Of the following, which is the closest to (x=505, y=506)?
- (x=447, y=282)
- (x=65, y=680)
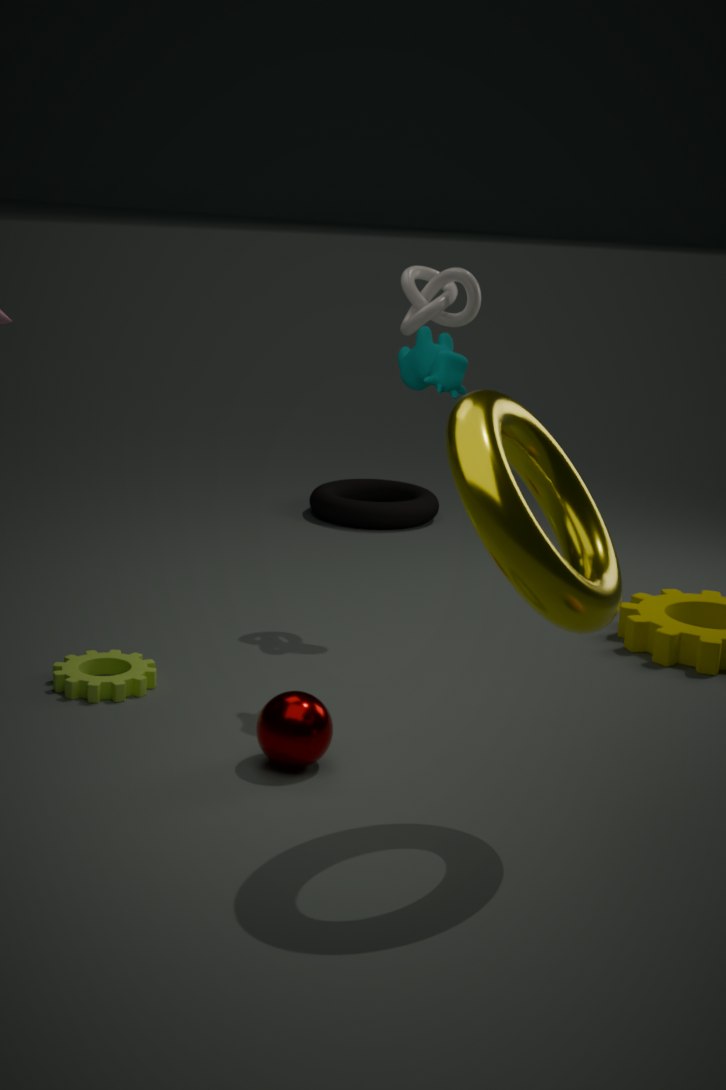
(x=65, y=680)
